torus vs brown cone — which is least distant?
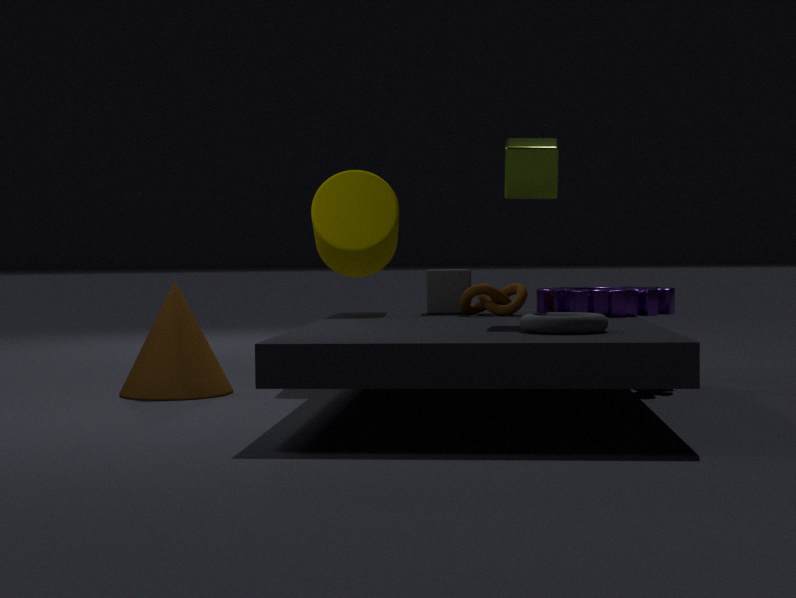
torus
